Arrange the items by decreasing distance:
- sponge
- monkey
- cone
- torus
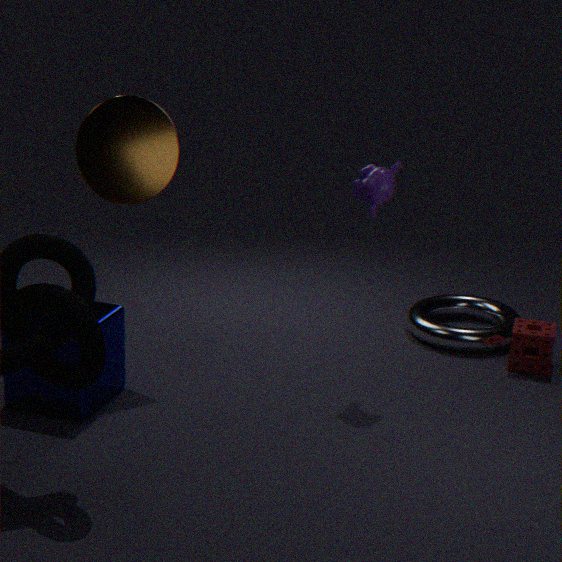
torus, sponge, monkey, cone
